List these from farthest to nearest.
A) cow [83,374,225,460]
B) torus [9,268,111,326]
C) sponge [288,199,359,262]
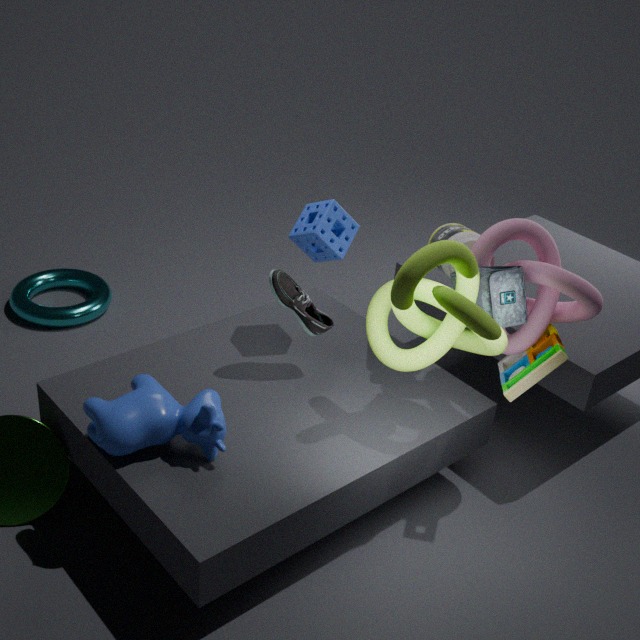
torus [9,268,111,326]
sponge [288,199,359,262]
cow [83,374,225,460]
